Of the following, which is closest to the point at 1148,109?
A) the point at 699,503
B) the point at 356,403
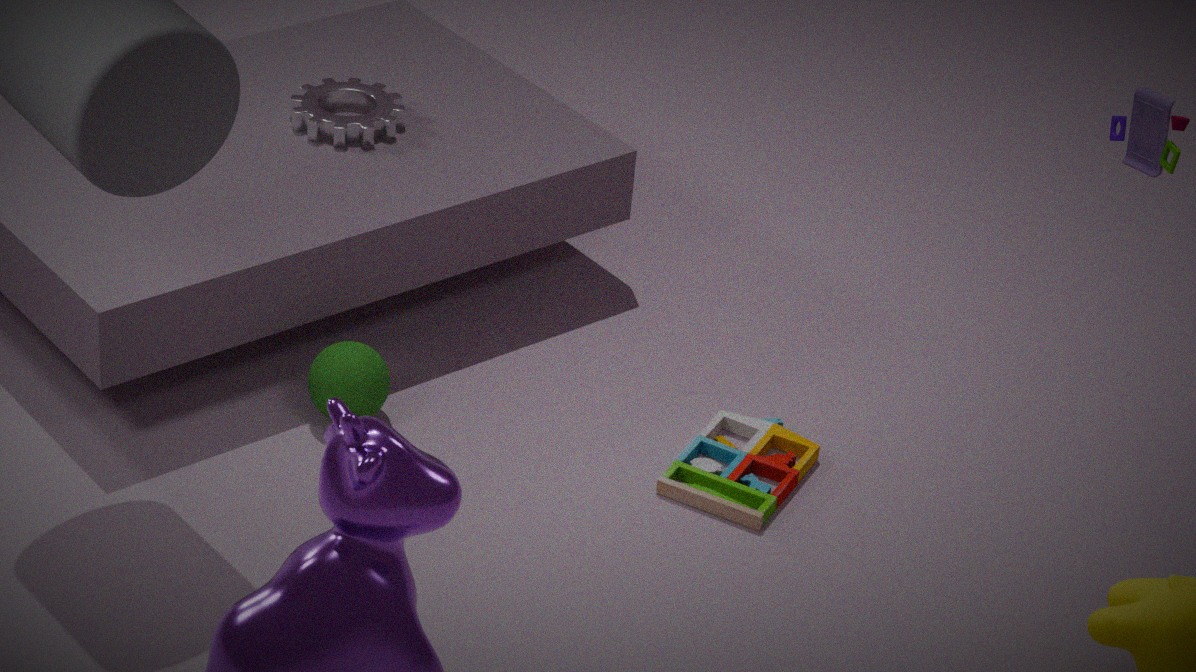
the point at 699,503
